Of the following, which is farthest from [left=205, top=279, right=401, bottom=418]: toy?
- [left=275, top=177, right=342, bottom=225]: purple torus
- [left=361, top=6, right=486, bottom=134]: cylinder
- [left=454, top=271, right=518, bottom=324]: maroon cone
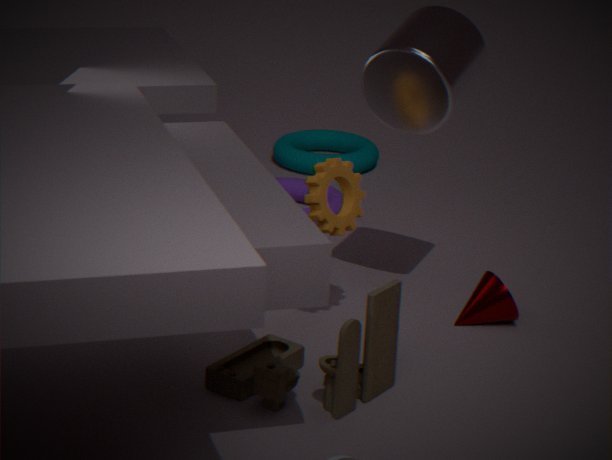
[left=275, top=177, right=342, bottom=225]: purple torus
